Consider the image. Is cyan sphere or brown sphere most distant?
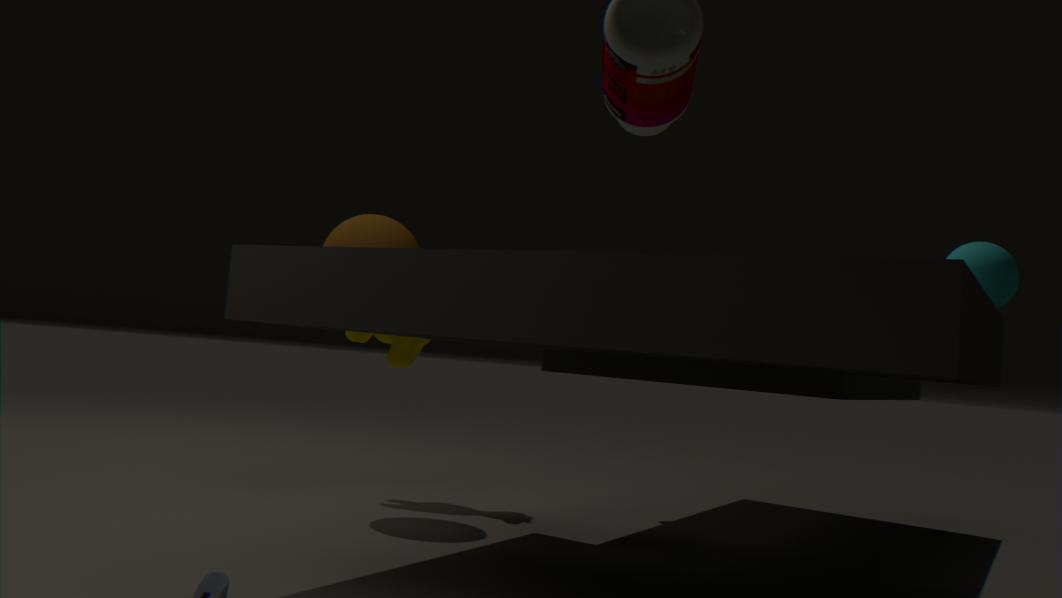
brown sphere
